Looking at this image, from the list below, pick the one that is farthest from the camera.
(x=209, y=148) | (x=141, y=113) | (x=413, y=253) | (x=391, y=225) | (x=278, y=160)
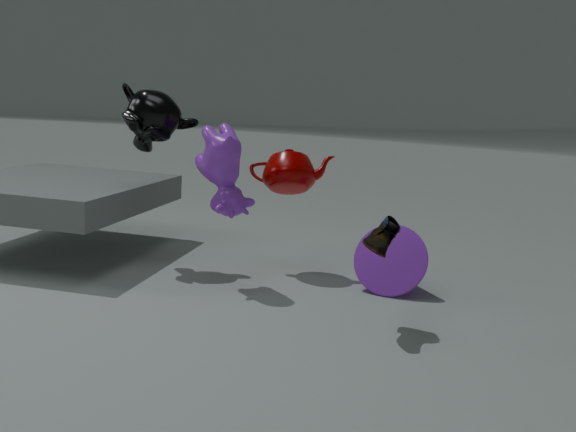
(x=278, y=160)
